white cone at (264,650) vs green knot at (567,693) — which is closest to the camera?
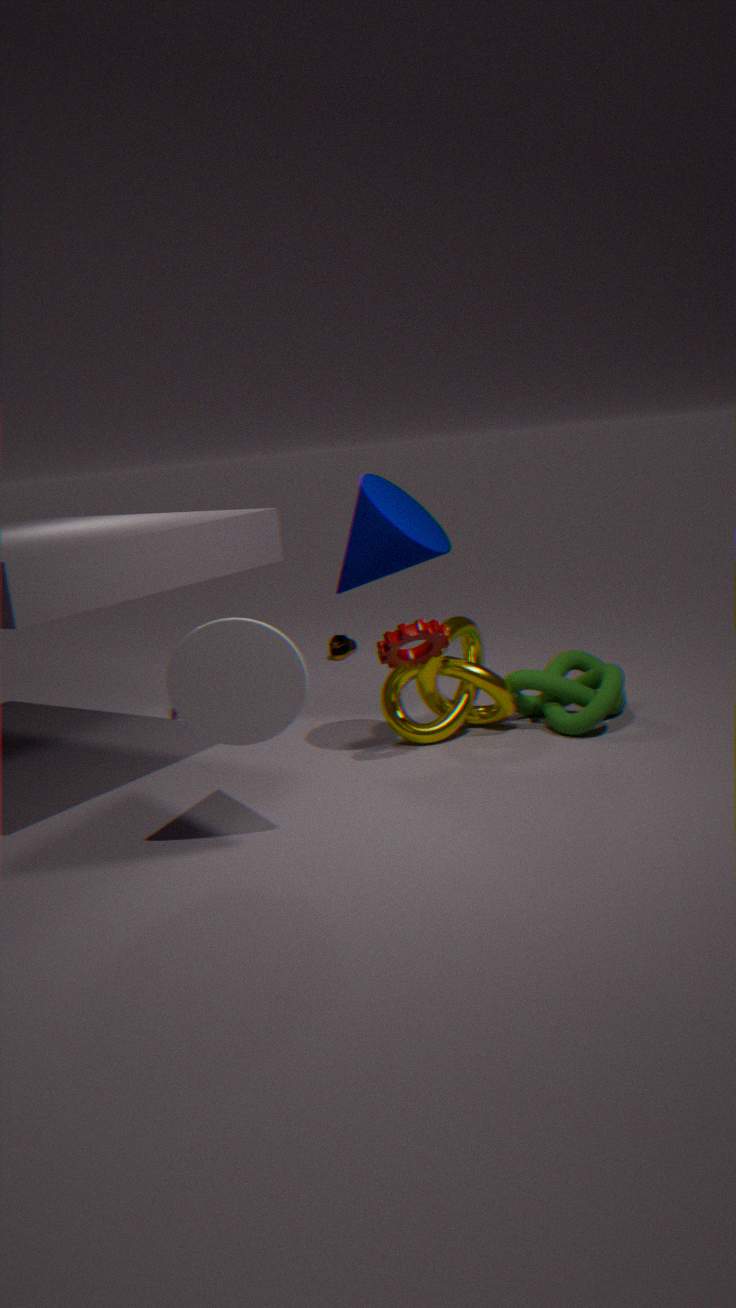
white cone at (264,650)
